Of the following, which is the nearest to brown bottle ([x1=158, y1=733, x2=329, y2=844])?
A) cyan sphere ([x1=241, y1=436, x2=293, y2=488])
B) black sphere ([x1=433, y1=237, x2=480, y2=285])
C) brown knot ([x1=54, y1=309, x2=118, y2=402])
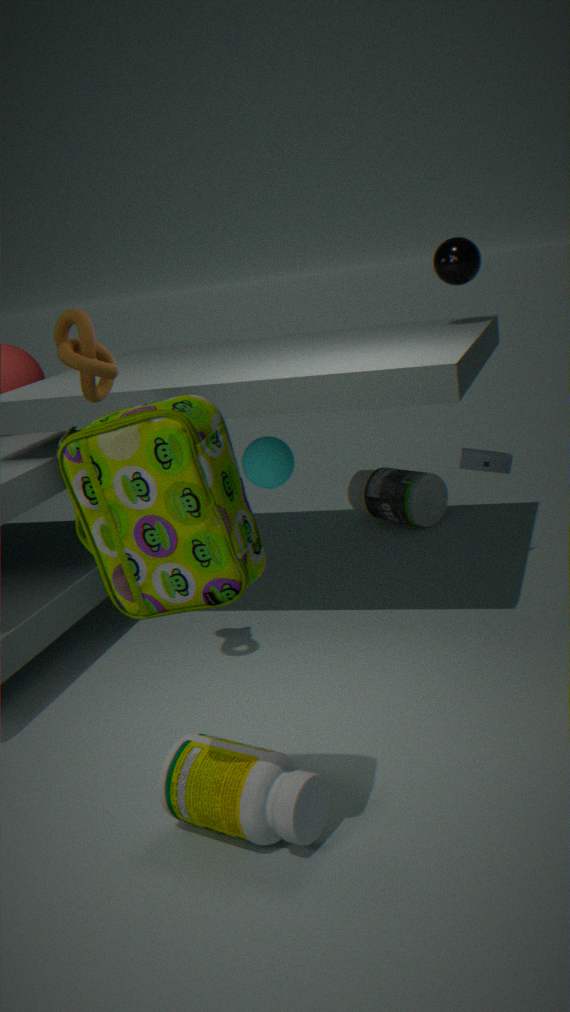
brown knot ([x1=54, y1=309, x2=118, y2=402])
